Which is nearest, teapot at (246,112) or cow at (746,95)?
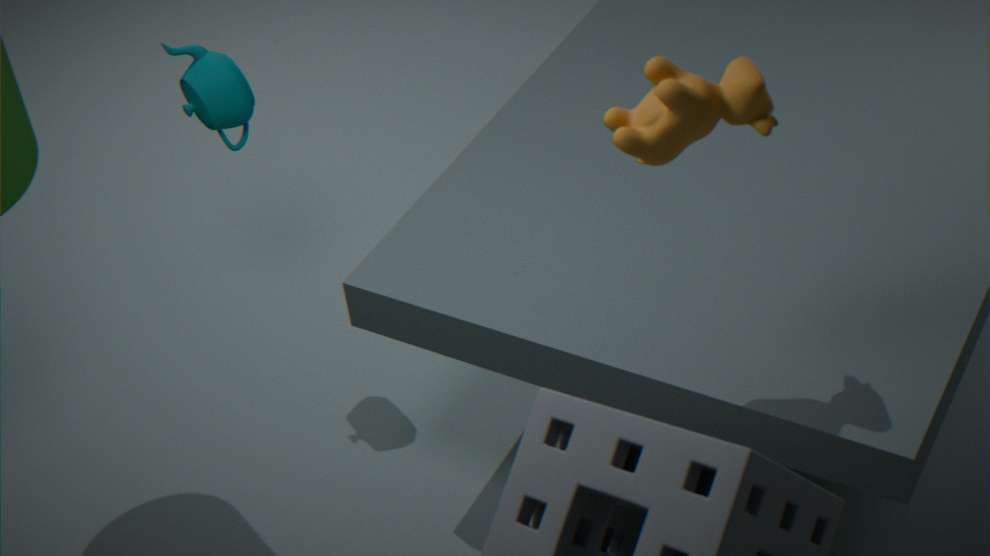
cow at (746,95)
